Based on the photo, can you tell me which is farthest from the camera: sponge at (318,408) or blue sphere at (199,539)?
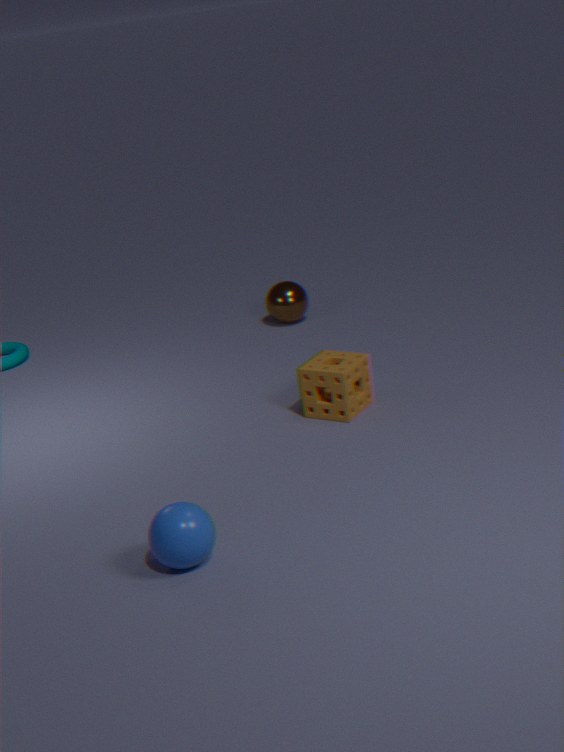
sponge at (318,408)
